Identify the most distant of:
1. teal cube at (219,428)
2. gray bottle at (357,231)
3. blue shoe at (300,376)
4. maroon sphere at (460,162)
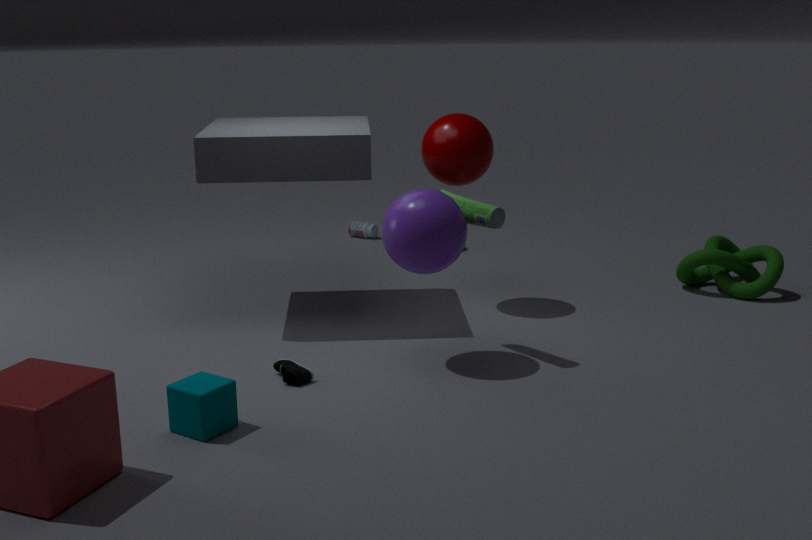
gray bottle at (357,231)
